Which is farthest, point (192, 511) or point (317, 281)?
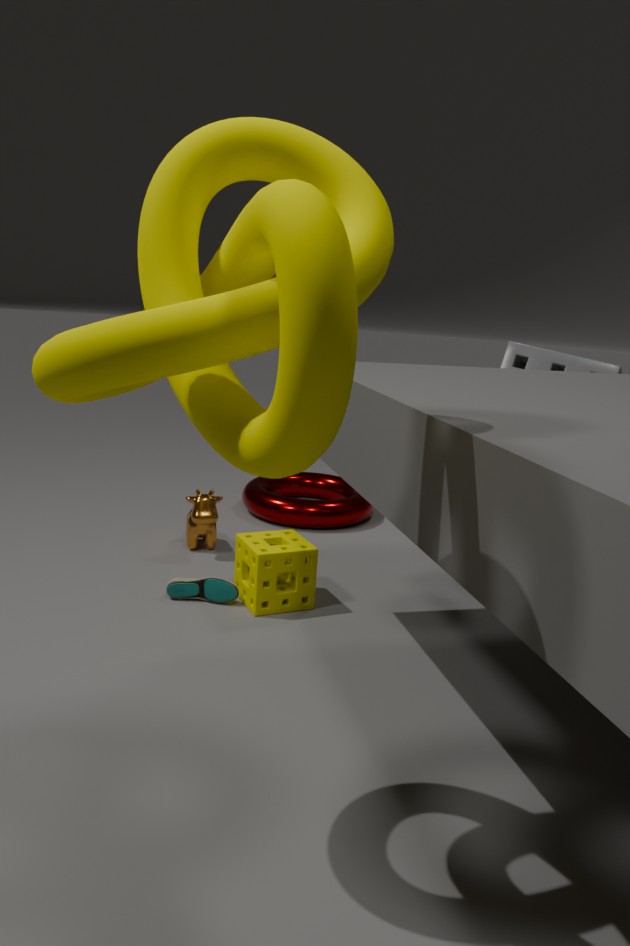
point (192, 511)
